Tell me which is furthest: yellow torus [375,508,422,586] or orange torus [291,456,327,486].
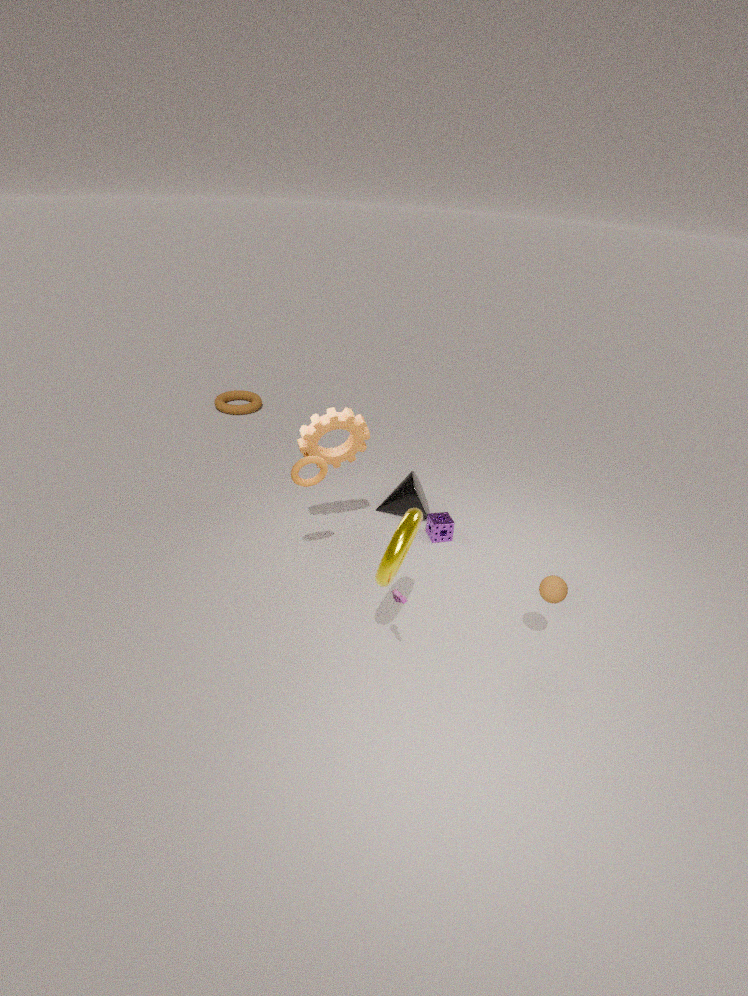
orange torus [291,456,327,486]
